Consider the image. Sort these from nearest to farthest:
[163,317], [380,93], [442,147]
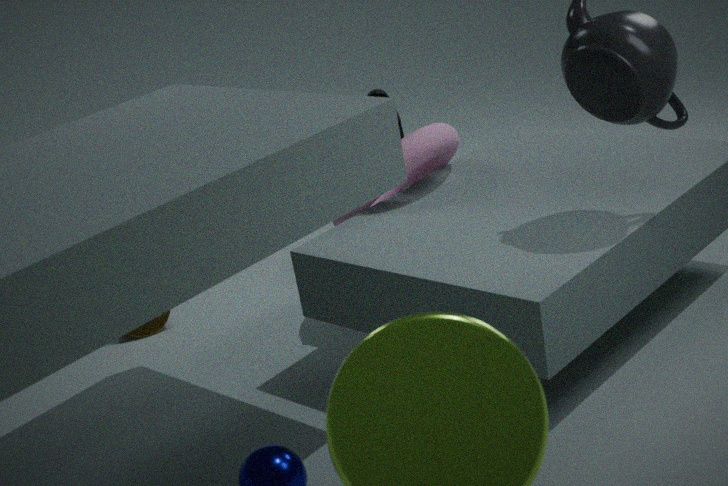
[380,93] < [442,147] < [163,317]
